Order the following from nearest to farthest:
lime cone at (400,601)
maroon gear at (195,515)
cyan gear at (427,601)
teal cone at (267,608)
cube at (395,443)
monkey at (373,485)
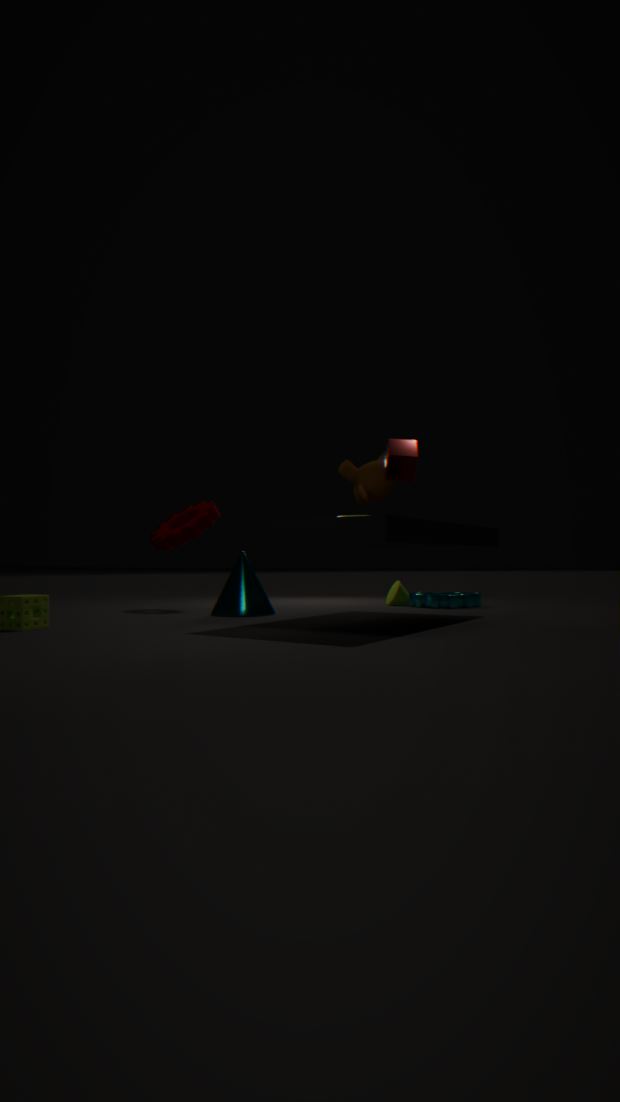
1. cube at (395,443)
2. monkey at (373,485)
3. teal cone at (267,608)
4. maroon gear at (195,515)
5. cyan gear at (427,601)
6. lime cone at (400,601)
